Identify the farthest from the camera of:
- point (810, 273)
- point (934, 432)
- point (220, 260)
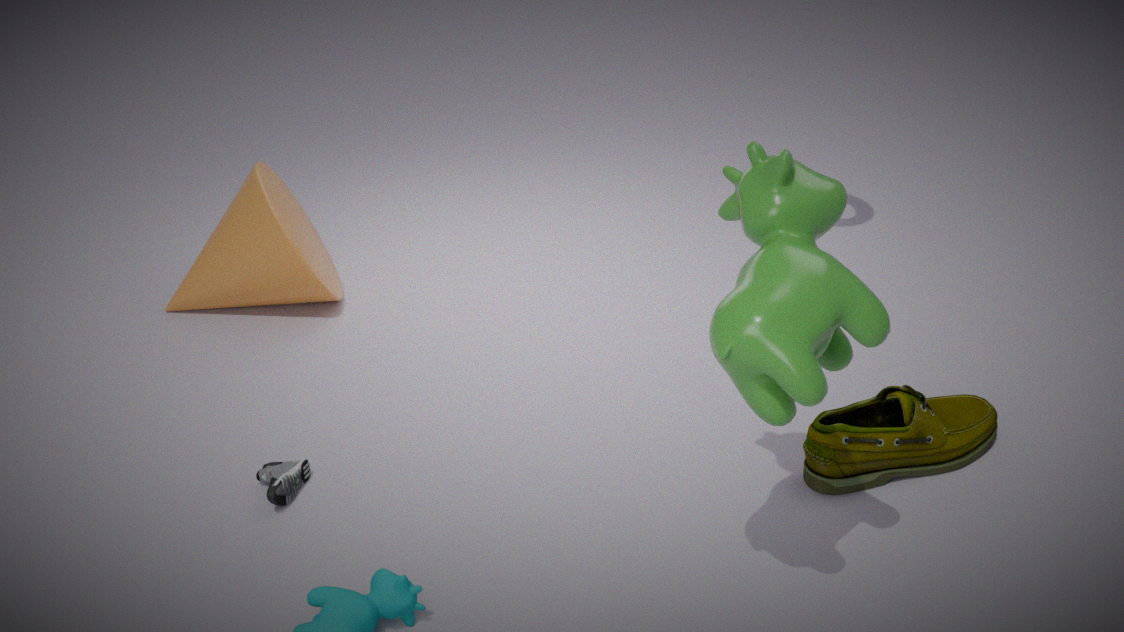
point (220, 260)
